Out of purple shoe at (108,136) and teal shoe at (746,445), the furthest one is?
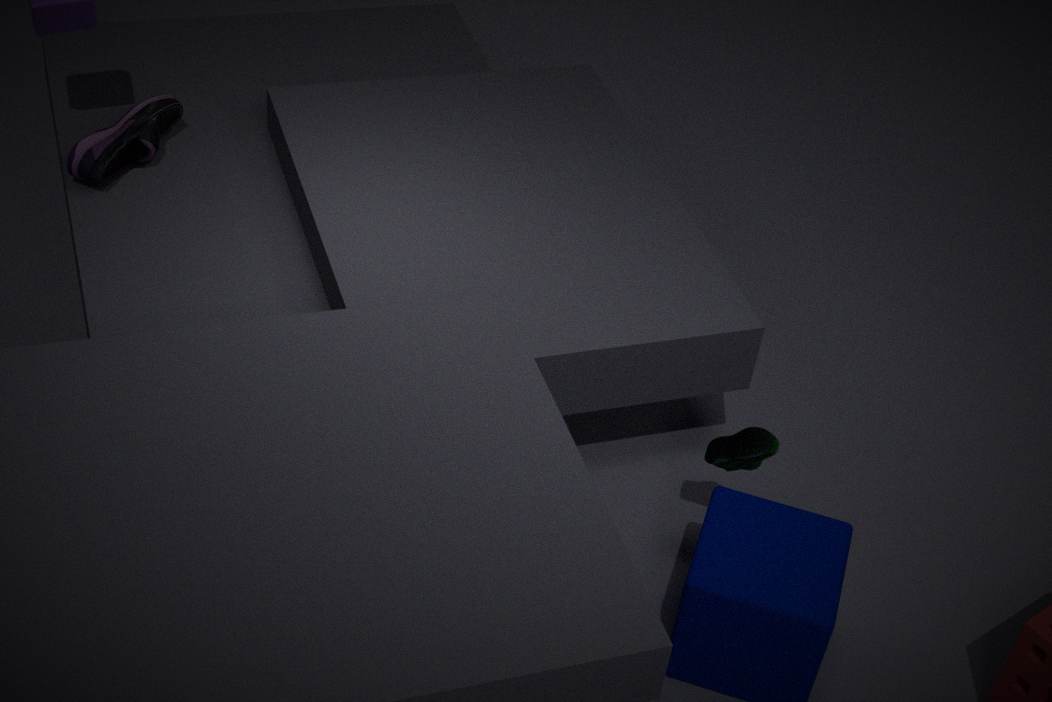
purple shoe at (108,136)
